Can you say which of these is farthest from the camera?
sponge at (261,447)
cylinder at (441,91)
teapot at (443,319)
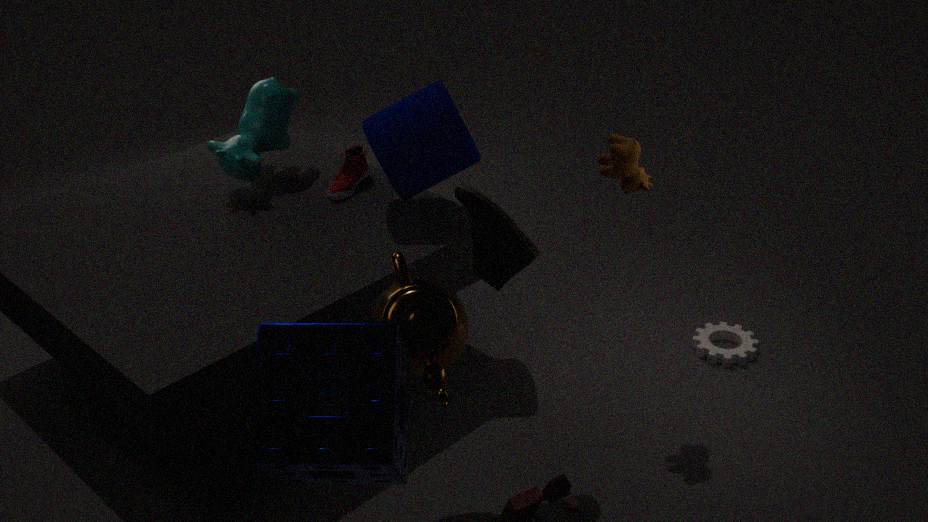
cylinder at (441,91)
